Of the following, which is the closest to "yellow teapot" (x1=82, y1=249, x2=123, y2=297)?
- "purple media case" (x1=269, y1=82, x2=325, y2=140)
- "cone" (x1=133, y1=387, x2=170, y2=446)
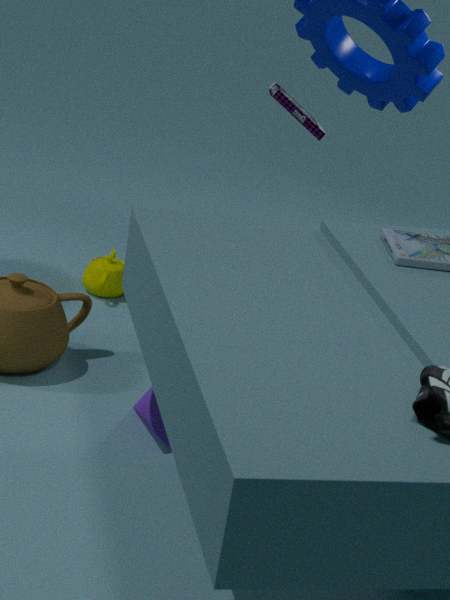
"cone" (x1=133, y1=387, x2=170, y2=446)
